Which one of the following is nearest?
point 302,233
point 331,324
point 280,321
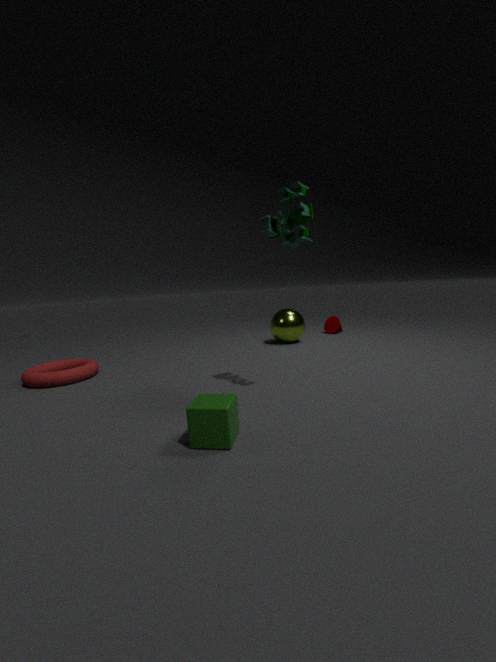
point 302,233
